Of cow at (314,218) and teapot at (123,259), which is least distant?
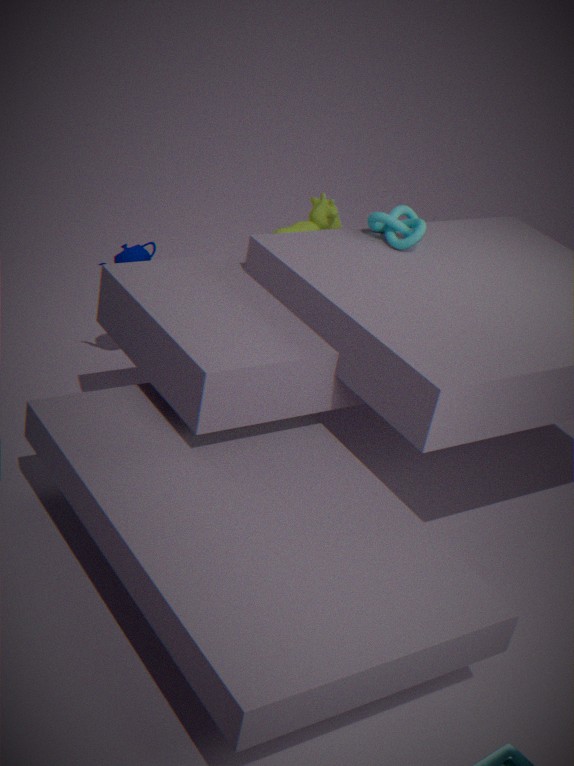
teapot at (123,259)
